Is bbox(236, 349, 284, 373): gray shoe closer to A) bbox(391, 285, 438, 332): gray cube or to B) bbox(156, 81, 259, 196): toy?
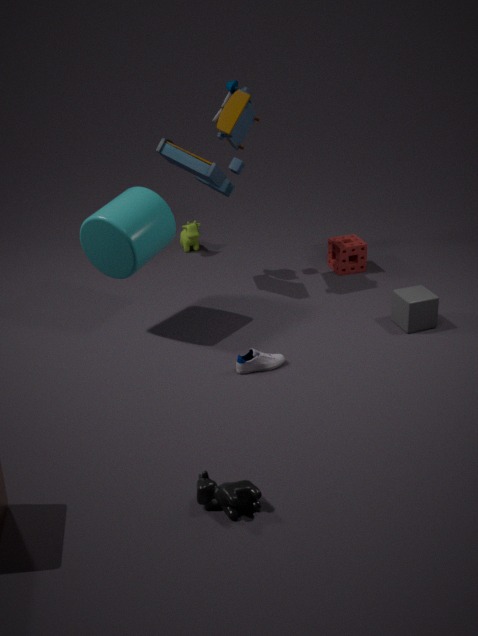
A) bbox(391, 285, 438, 332): gray cube
